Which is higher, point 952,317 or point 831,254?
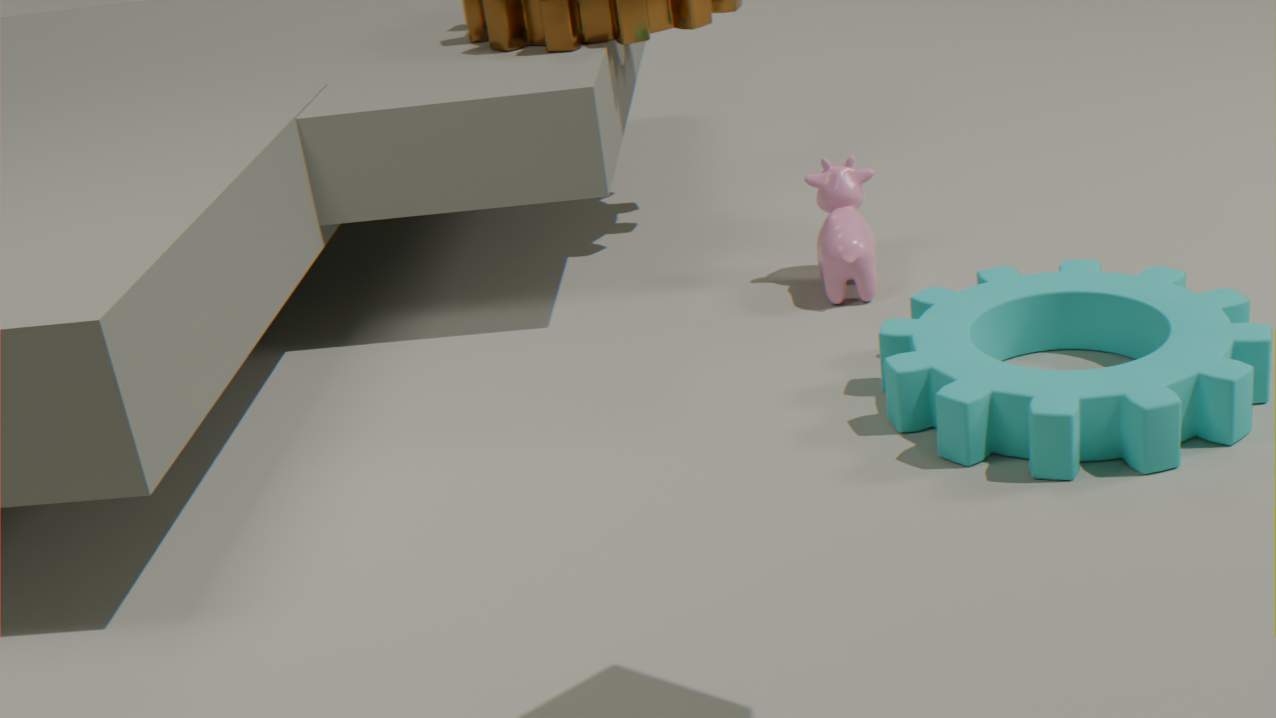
point 831,254
